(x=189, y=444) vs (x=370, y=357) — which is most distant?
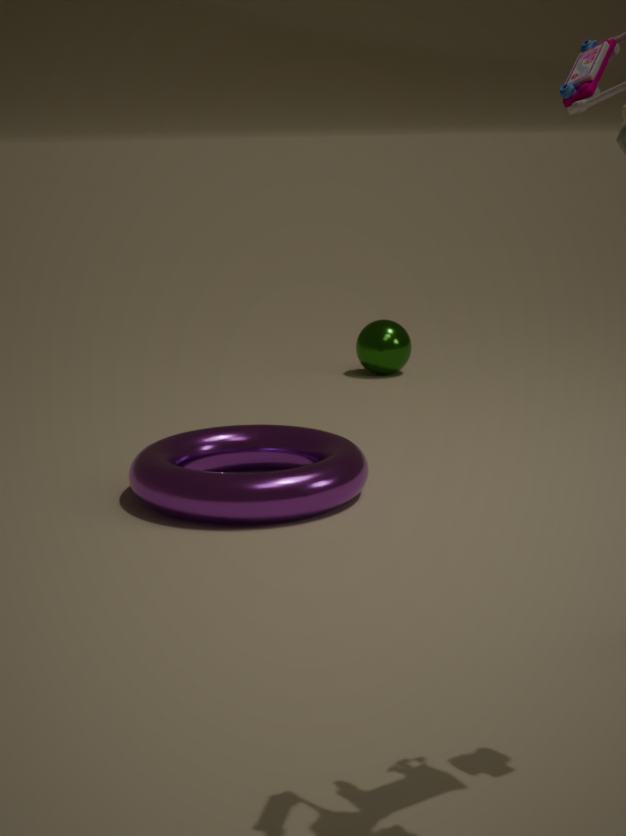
(x=370, y=357)
